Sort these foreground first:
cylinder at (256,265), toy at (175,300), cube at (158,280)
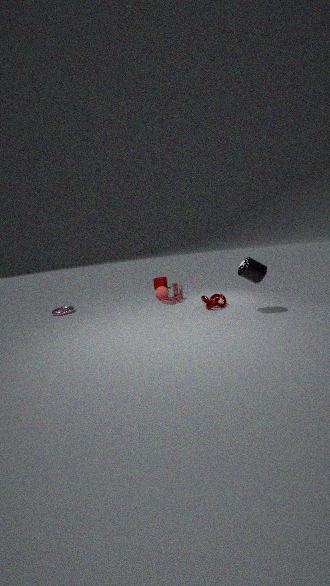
1. cylinder at (256,265)
2. toy at (175,300)
3. cube at (158,280)
